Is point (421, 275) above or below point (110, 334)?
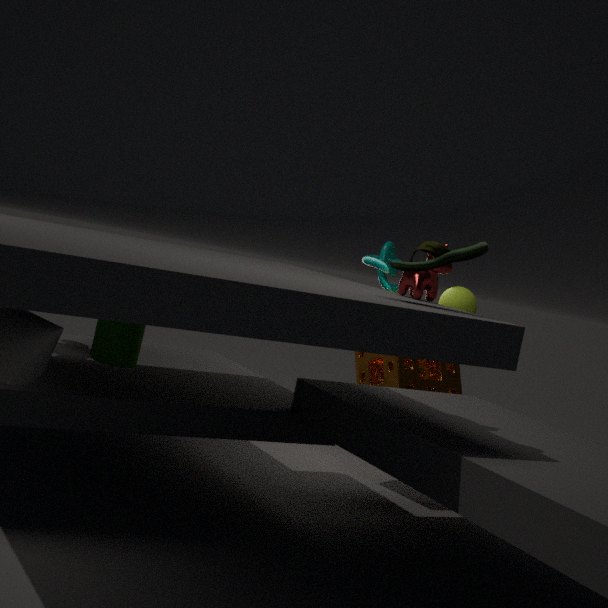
above
